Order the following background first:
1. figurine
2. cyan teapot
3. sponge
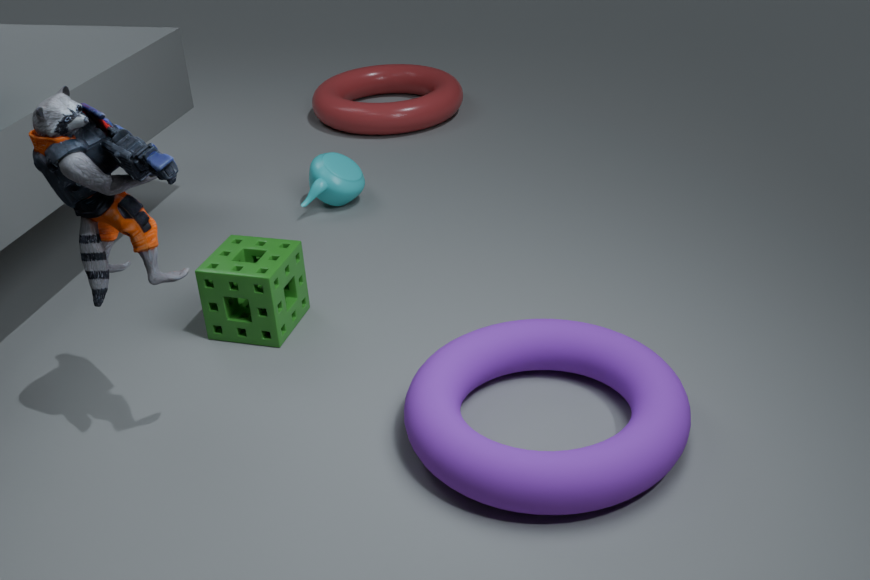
cyan teapot, sponge, figurine
